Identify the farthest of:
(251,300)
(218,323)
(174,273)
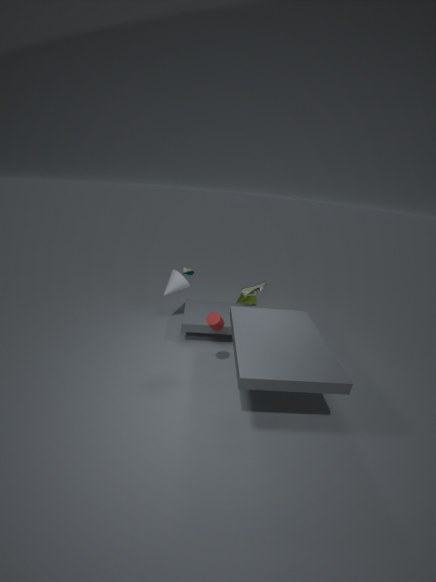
(251,300)
